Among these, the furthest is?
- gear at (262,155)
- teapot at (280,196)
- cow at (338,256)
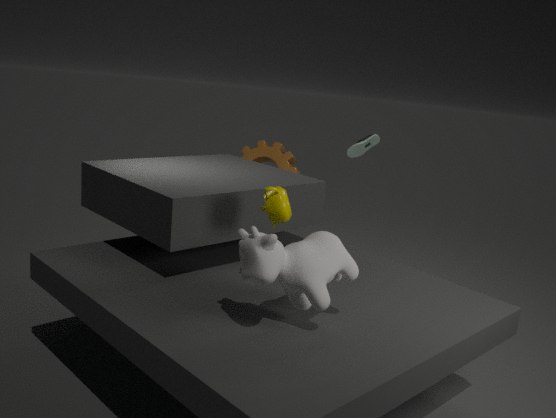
gear at (262,155)
